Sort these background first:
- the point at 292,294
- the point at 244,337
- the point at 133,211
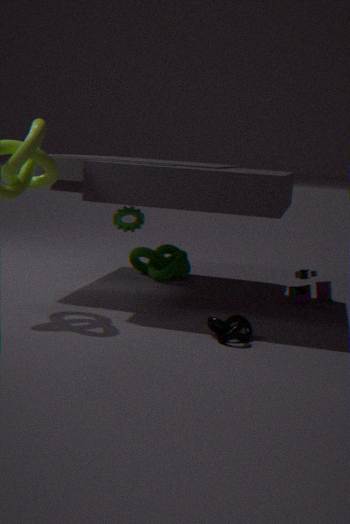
the point at 133,211, the point at 292,294, the point at 244,337
